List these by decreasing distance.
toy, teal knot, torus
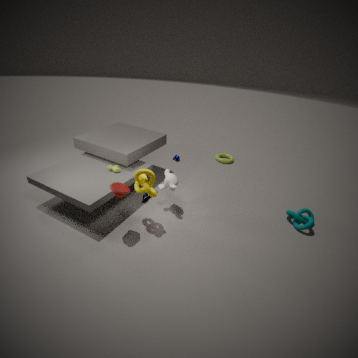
torus < teal knot < toy
